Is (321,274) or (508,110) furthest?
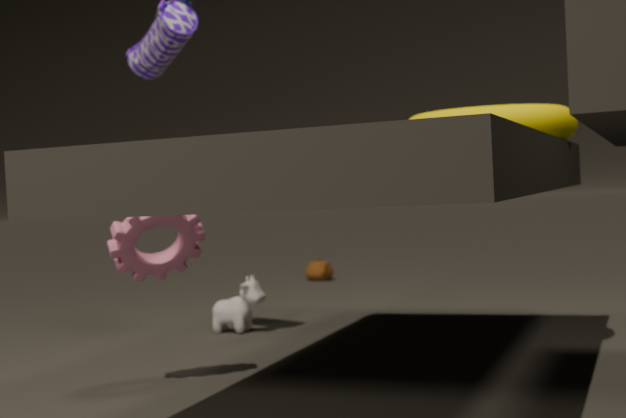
(321,274)
